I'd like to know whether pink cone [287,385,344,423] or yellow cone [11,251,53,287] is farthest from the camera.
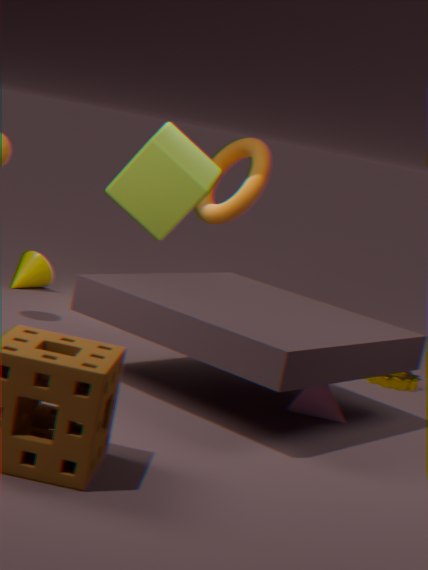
yellow cone [11,251,53,287]
